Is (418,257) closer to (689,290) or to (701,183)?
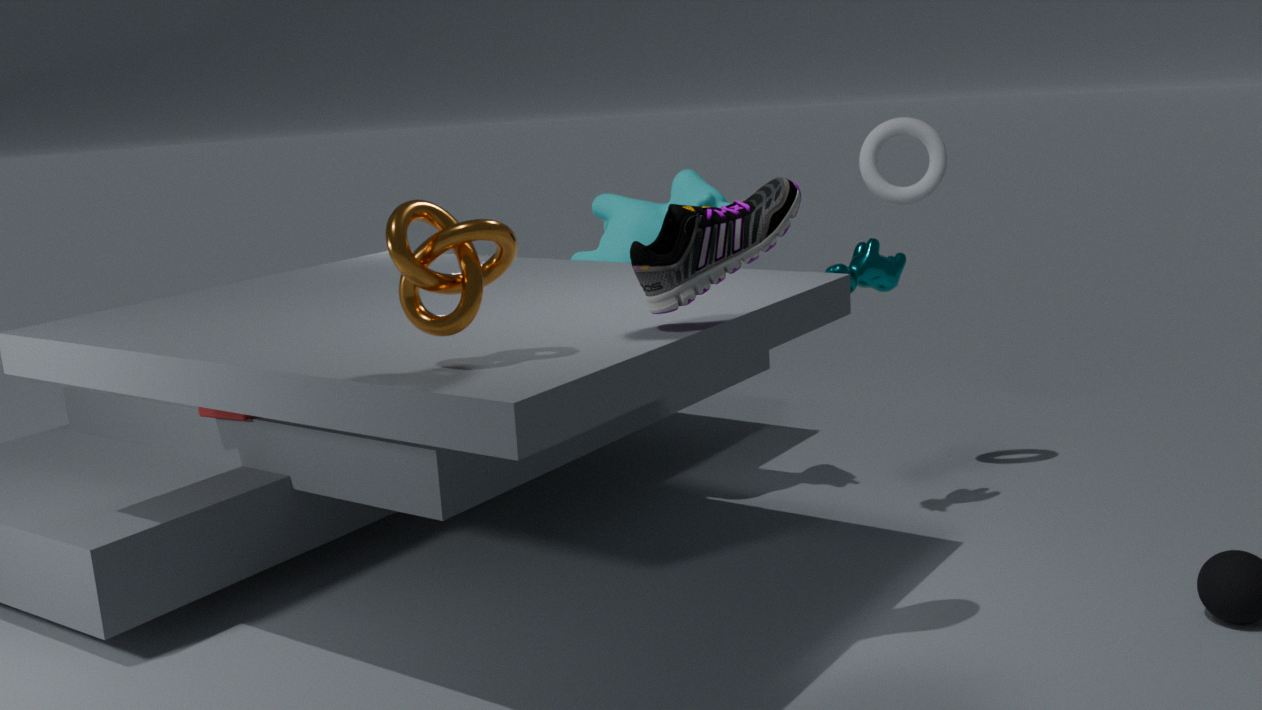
(689,290)
